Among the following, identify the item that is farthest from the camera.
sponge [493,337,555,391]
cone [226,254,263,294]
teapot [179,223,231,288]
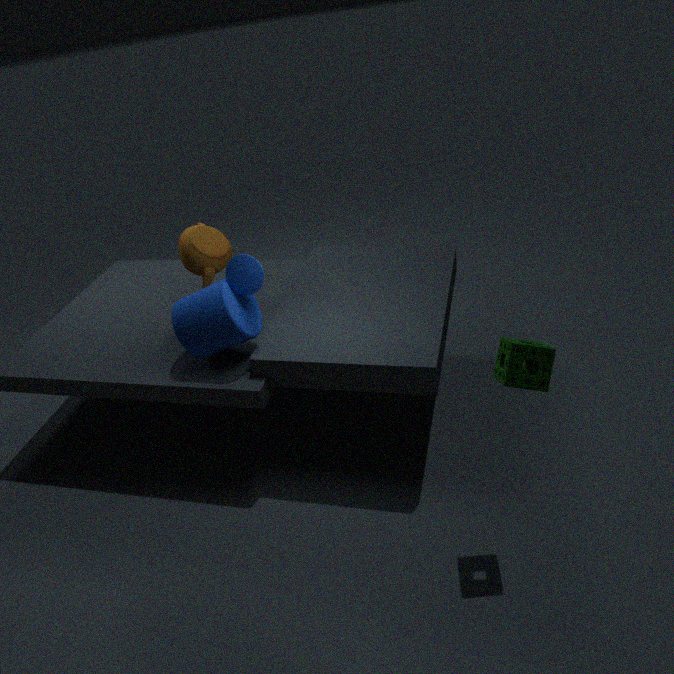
teapot [179,223,231,288]
